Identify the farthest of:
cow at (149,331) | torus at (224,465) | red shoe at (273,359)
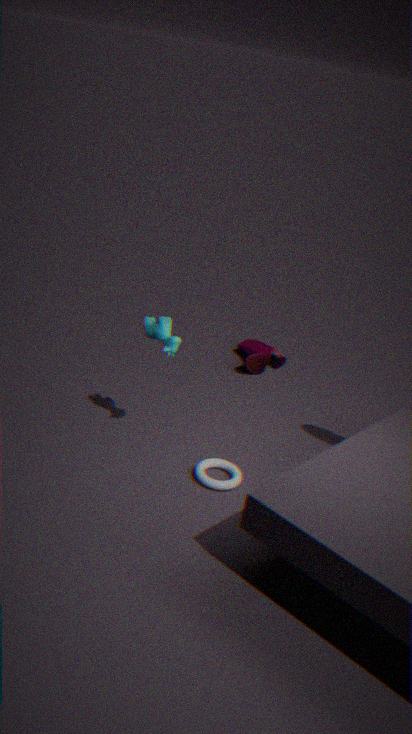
red shoe at (273,359)
